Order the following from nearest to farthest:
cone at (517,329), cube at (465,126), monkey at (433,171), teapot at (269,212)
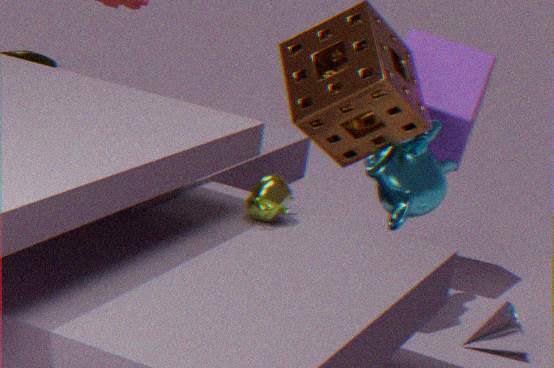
1. teapot at (269,212)
2. monkey at (433,171)
3. cone at (517,329)
4. cube at (465,126)
